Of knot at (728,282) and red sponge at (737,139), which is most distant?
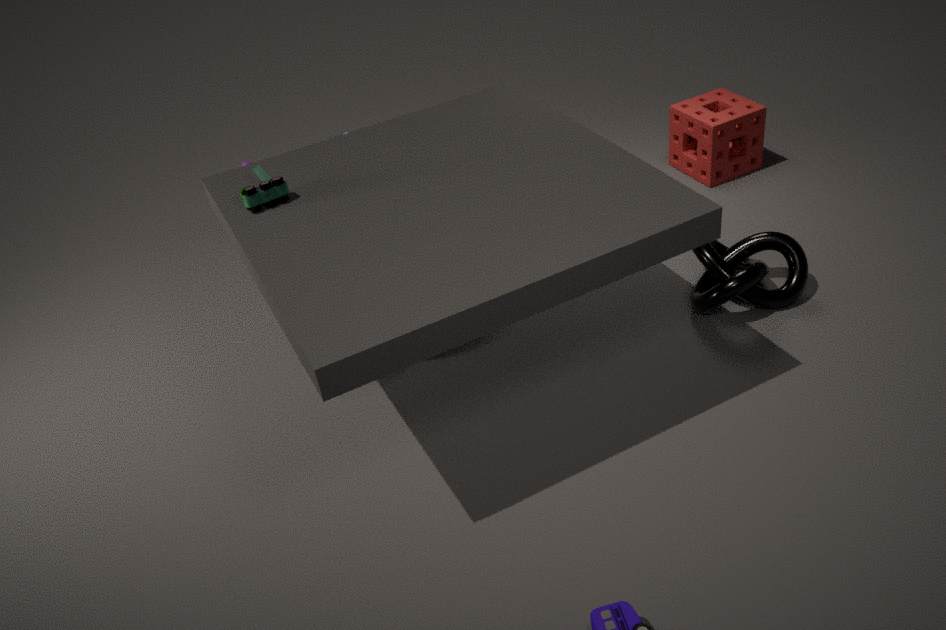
red sponge at (737,139)
